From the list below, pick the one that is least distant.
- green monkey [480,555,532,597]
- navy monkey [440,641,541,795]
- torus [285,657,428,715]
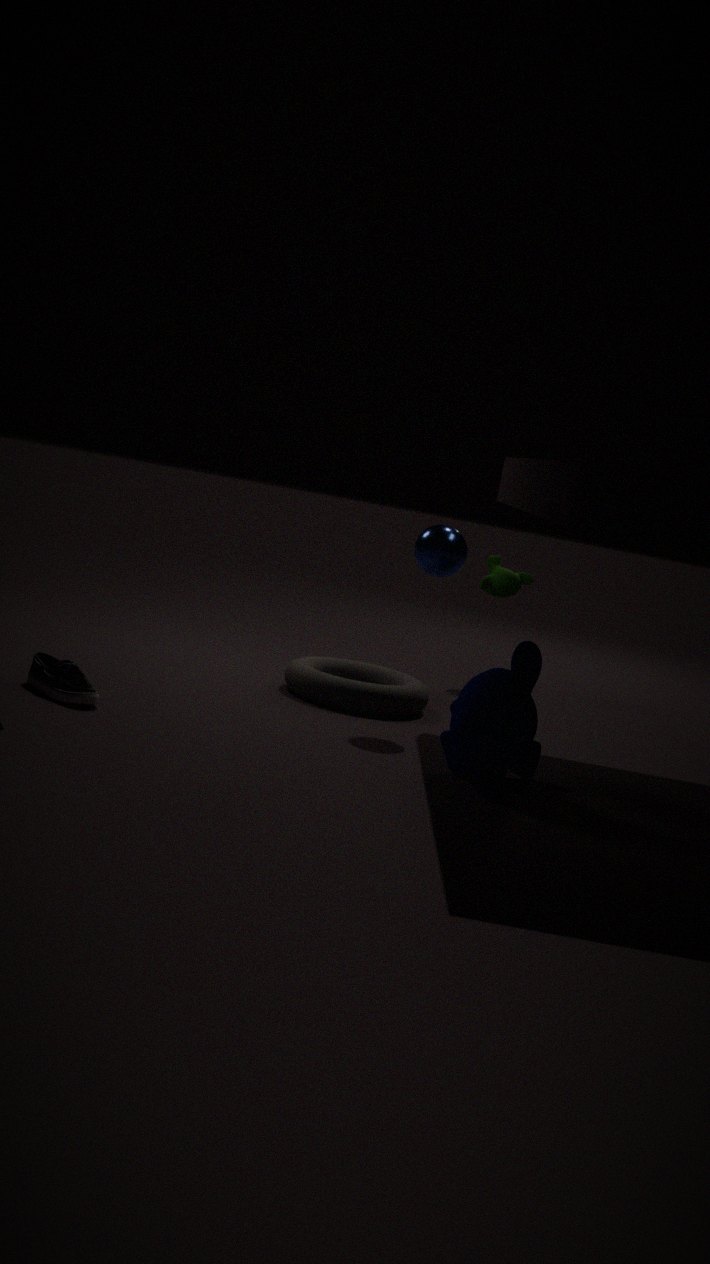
navy monkey [440,641,541,795]
